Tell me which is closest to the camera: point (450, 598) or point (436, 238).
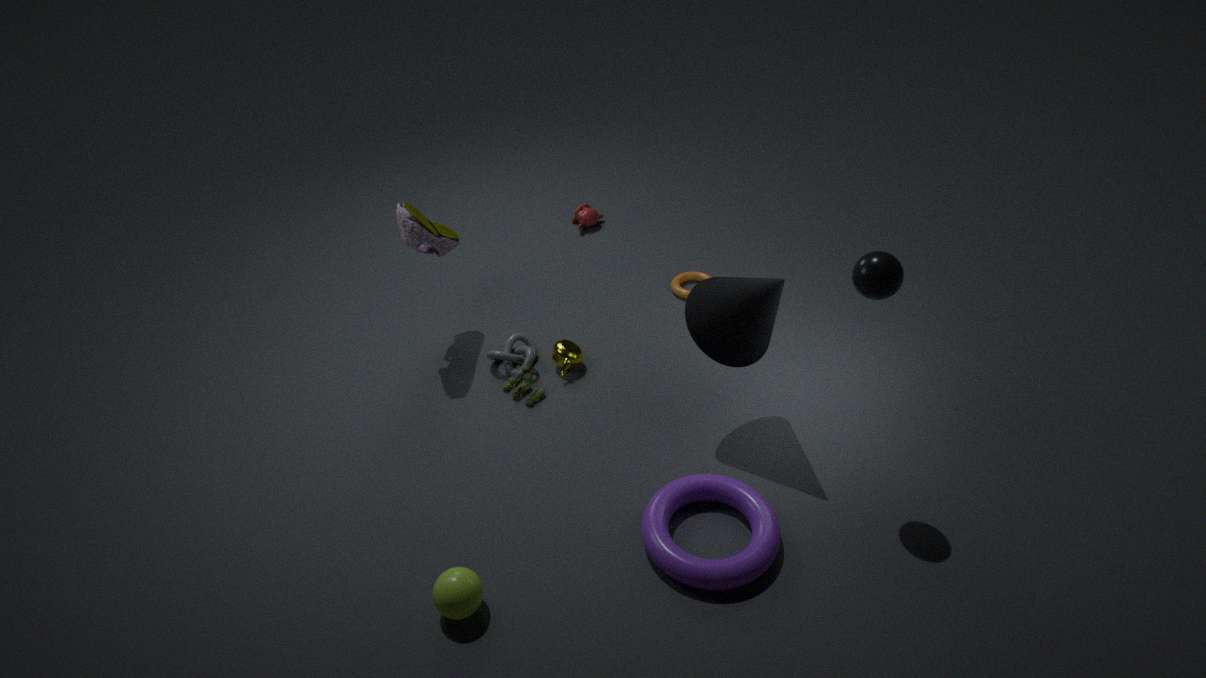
point (450, 598)
